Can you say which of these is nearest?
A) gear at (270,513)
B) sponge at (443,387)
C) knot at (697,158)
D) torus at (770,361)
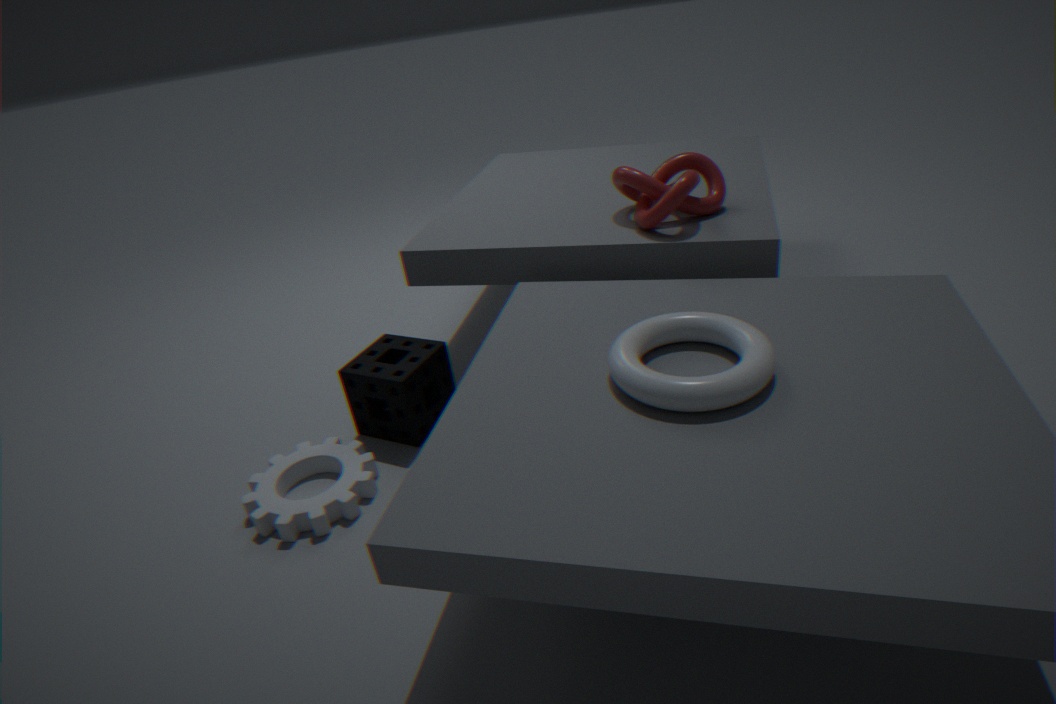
torus at (770,361)
